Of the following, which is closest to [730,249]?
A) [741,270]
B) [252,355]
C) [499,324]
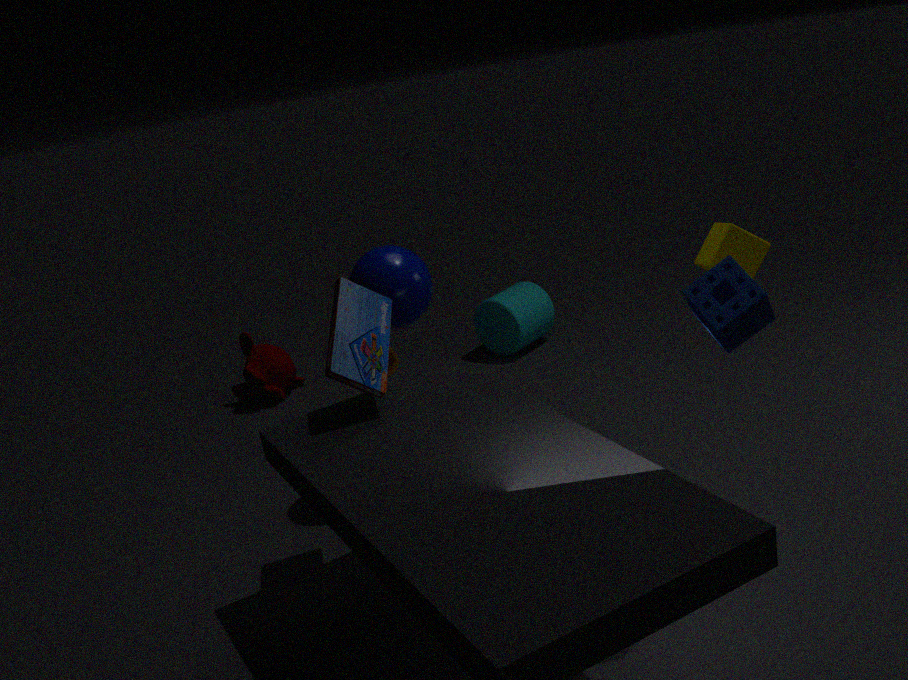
[741,270]
